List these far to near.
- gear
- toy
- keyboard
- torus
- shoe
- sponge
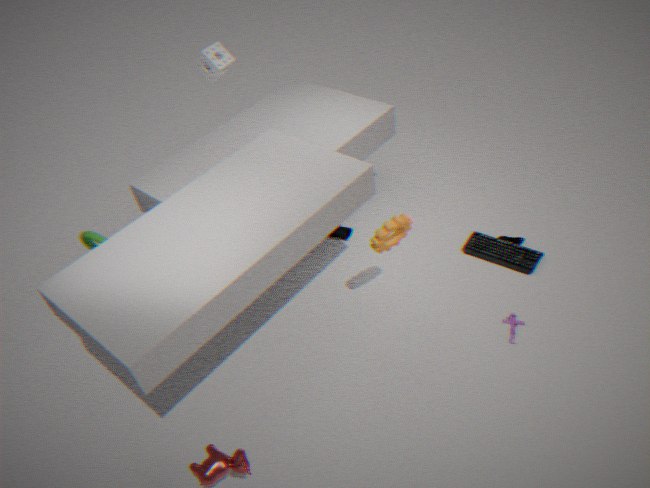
shoe
sponge
torus
keyboard
toy
gear
